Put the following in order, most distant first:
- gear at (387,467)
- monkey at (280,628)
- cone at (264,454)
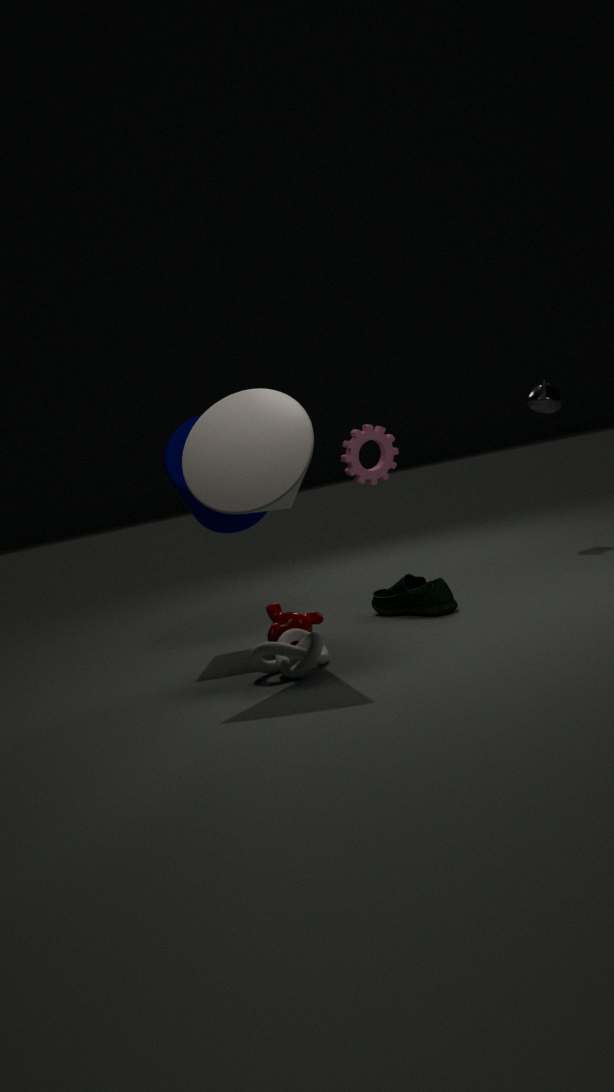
1. gear at (387,467)
2. monkey at (280,628)
3. cone at (264,454)
